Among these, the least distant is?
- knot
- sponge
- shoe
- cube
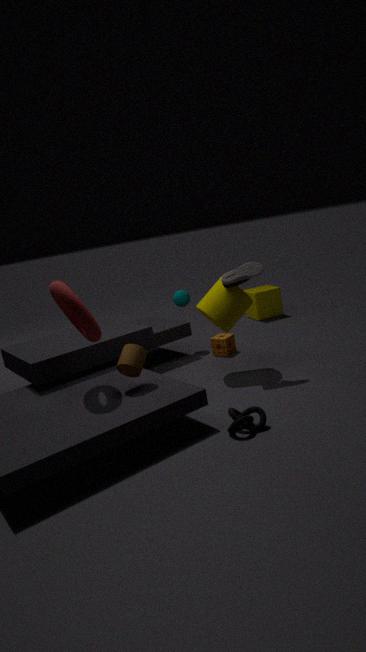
knot
